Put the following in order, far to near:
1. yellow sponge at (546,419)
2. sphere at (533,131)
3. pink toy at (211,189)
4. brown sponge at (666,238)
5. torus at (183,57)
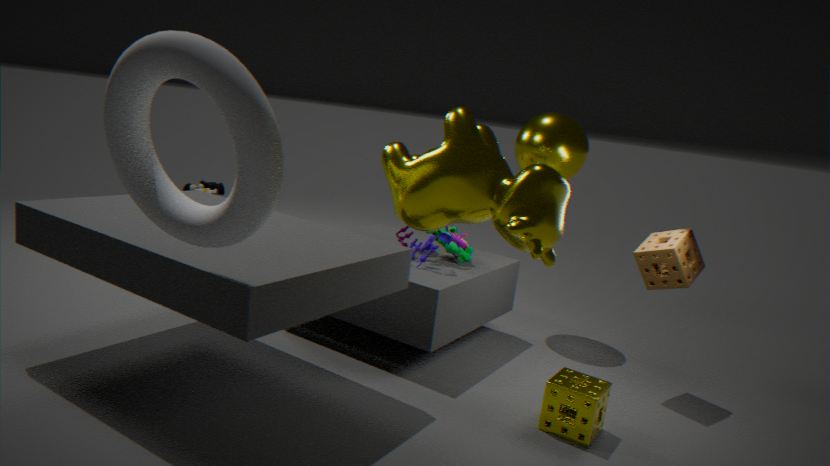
pink toy at (211,189)
sphere at (533,131)
brown sponge at (666,238)
yellow sponge at (546,419)
torus at (183,57)
